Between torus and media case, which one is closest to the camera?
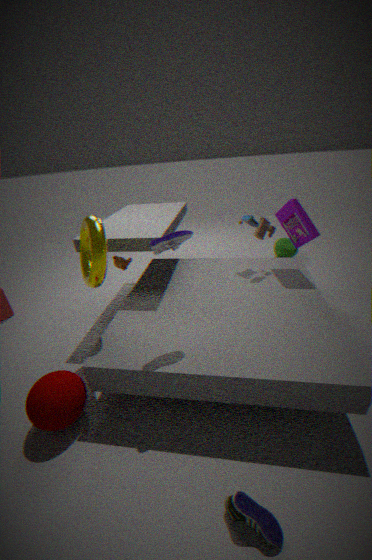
torus
